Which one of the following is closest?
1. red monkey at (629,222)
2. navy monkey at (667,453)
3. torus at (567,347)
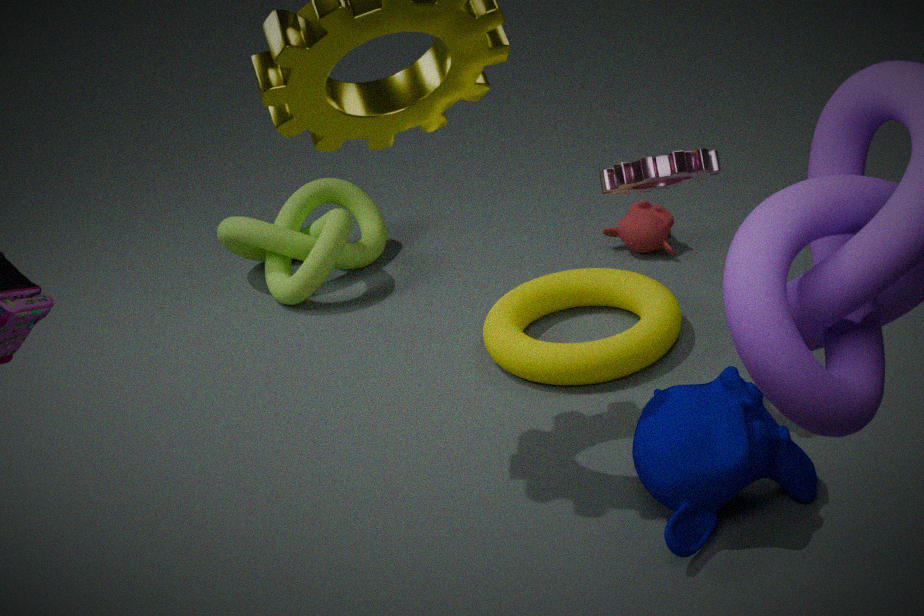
navy monkey at (667,453)
